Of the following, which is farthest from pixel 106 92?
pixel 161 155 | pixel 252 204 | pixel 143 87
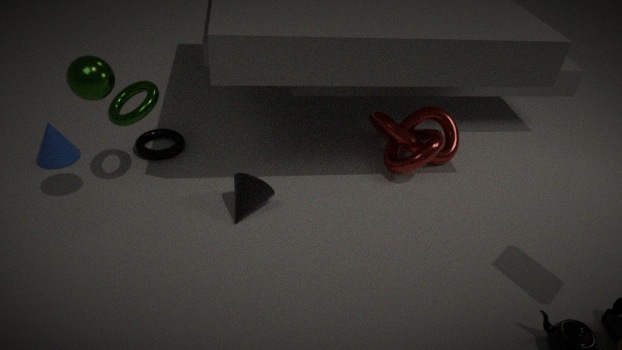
pixel 252 204
